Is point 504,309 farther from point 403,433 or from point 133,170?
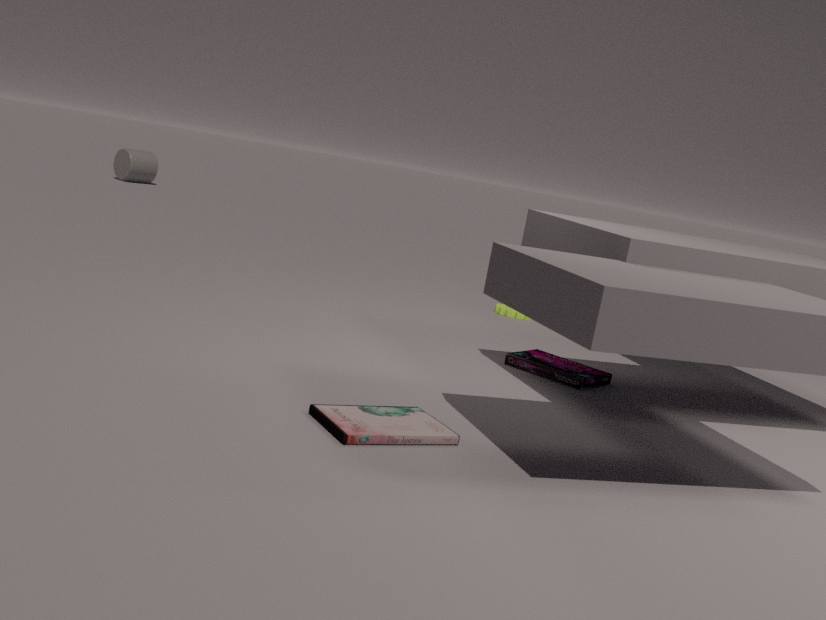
point 133,170
